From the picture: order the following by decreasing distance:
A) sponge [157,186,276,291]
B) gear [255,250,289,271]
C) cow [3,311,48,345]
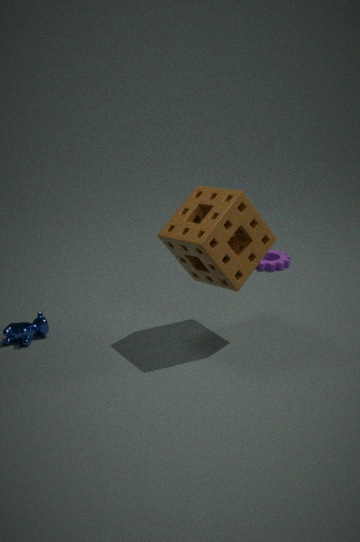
gear [255,250,289,271]
cow [3,311,48,345]
sponge [157,186,276,291]
